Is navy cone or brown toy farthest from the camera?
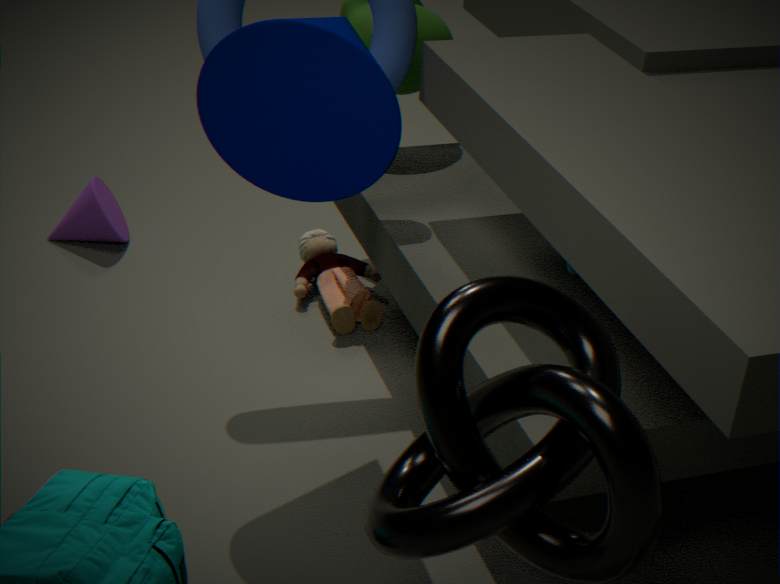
brown toy
